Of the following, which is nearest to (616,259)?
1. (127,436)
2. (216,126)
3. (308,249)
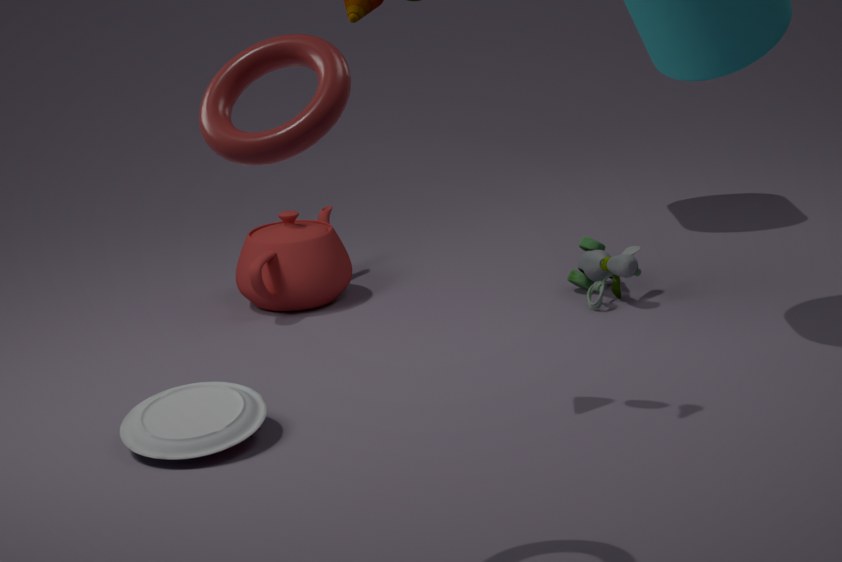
(308,249)
